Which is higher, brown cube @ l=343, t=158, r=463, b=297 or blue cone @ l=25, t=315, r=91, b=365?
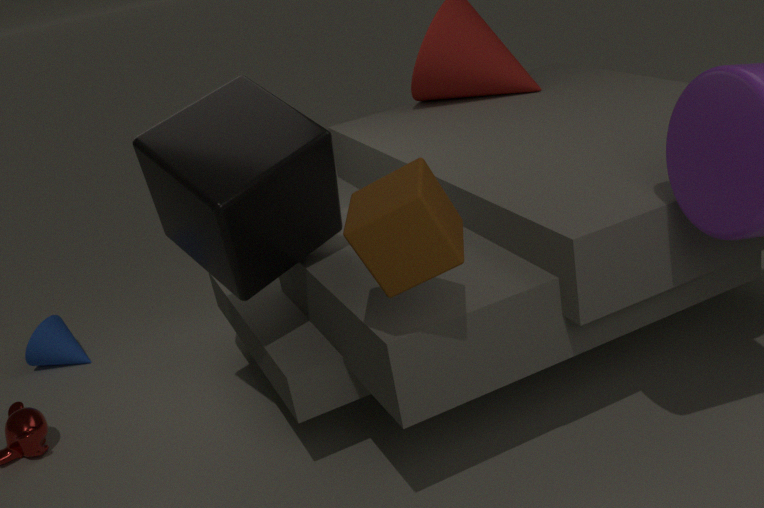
brown cube @ l=343, t=158, r=463, b=297
